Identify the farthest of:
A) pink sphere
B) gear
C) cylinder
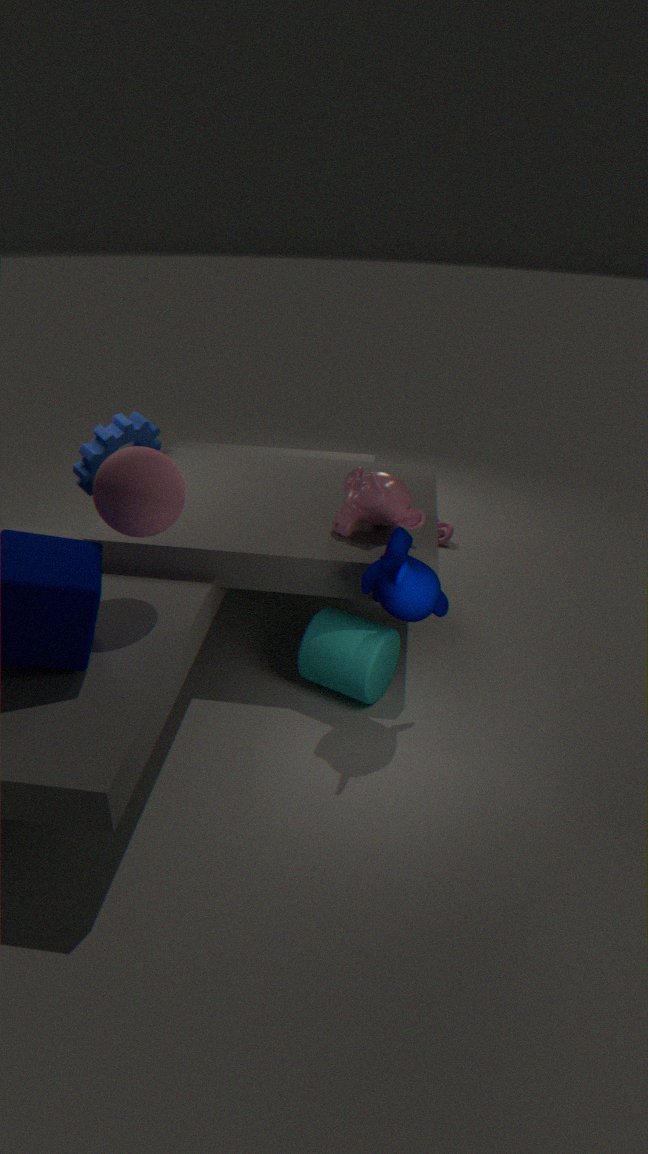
gear
